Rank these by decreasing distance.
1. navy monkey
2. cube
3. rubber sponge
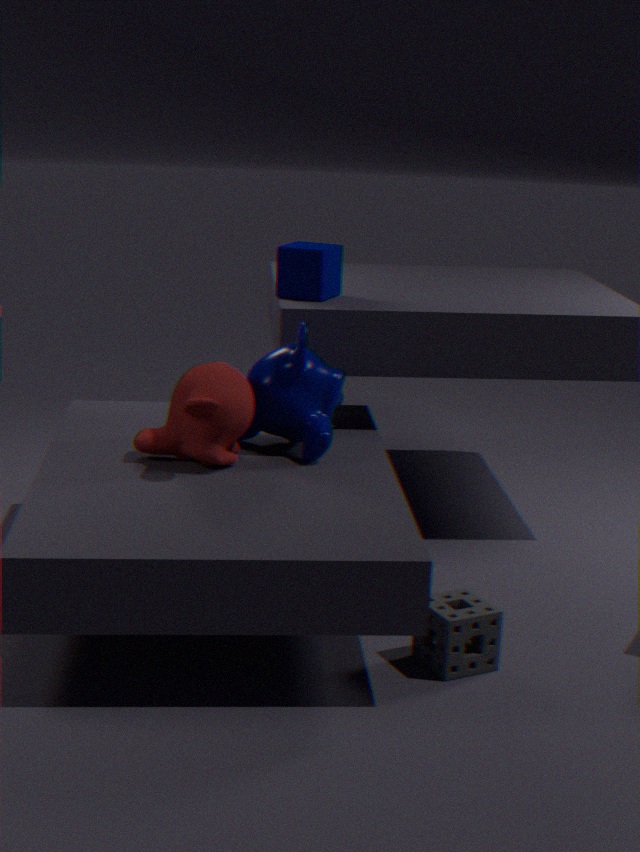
cube → navy monkey → rubber sponge
